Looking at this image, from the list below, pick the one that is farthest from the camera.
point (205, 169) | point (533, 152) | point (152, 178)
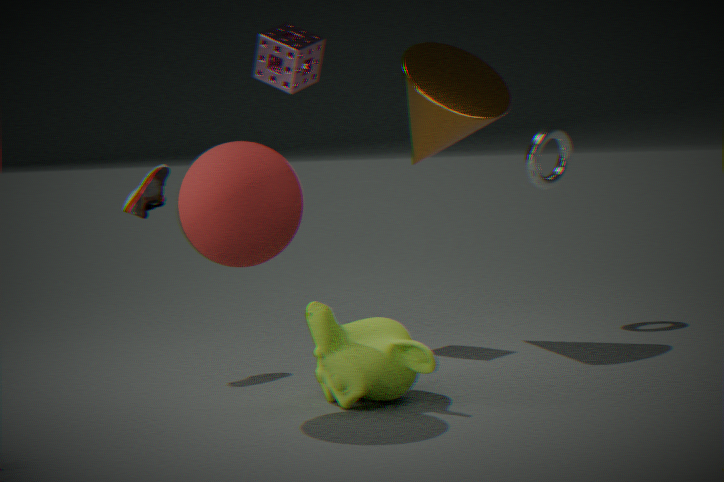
point (533, 152)
